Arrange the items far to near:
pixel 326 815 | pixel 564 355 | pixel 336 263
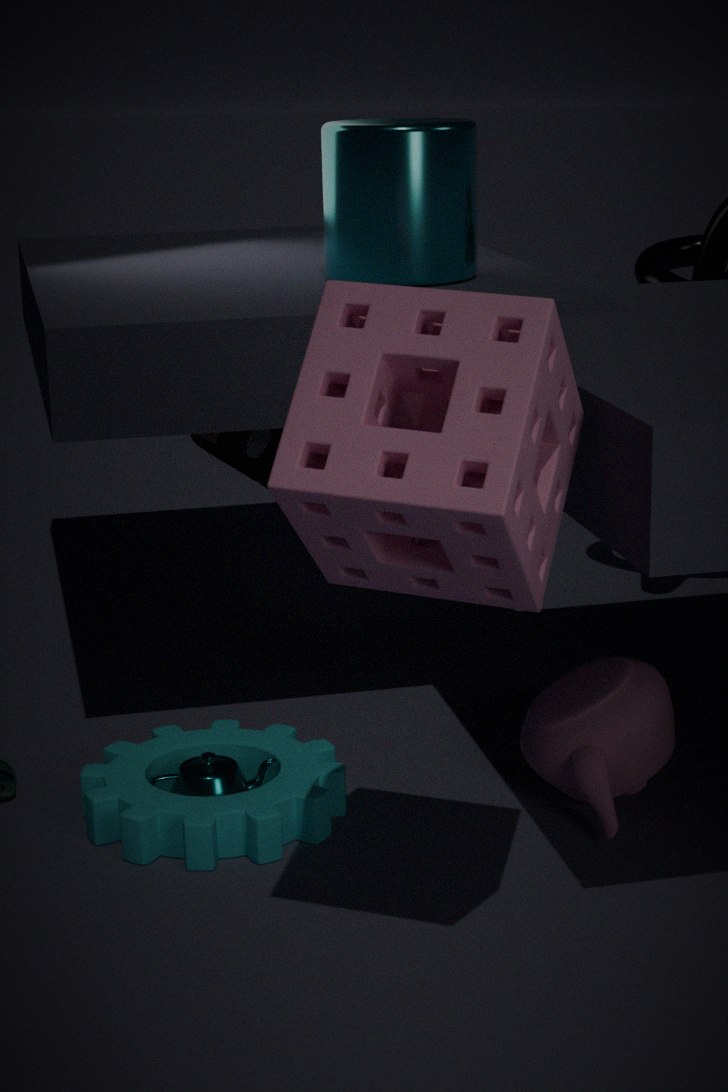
pixel 336 263
pixel 326 815
pixel 564 355
